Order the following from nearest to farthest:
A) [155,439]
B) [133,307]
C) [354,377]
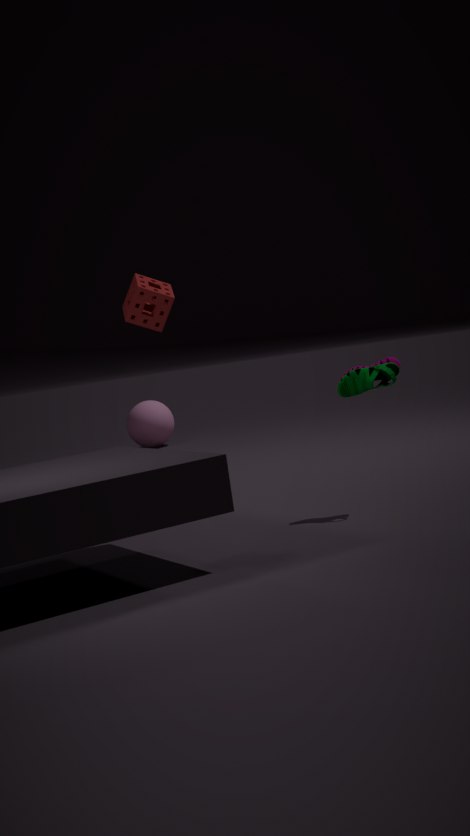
[354,377] → [133,307] → [155,439]
